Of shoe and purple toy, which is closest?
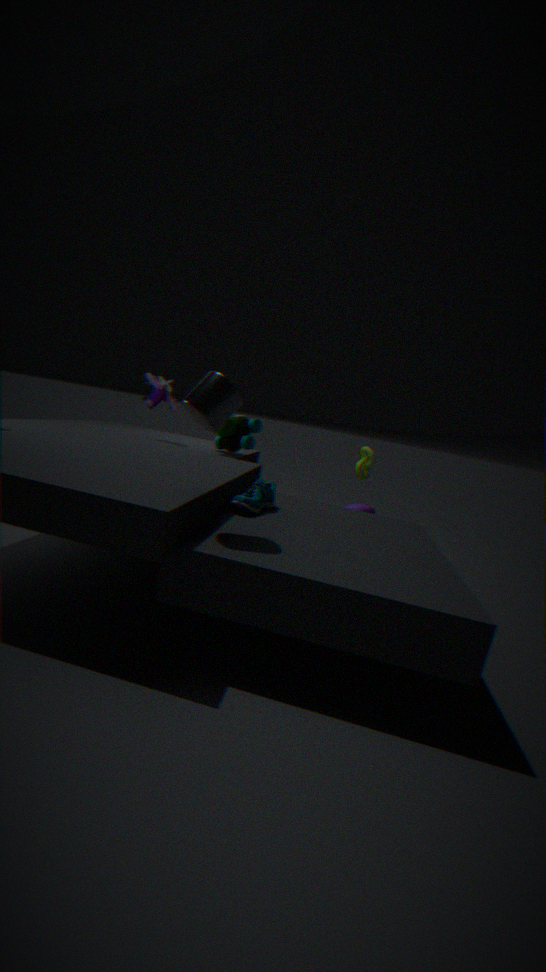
shoe
